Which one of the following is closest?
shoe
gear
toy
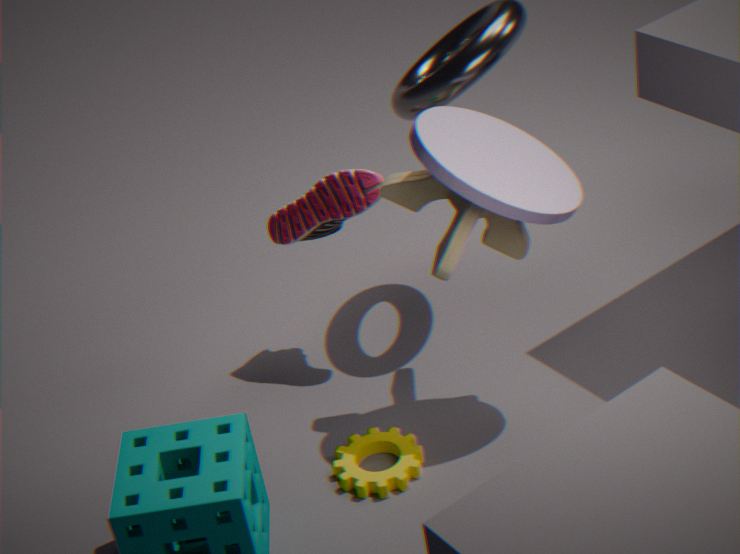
toy
